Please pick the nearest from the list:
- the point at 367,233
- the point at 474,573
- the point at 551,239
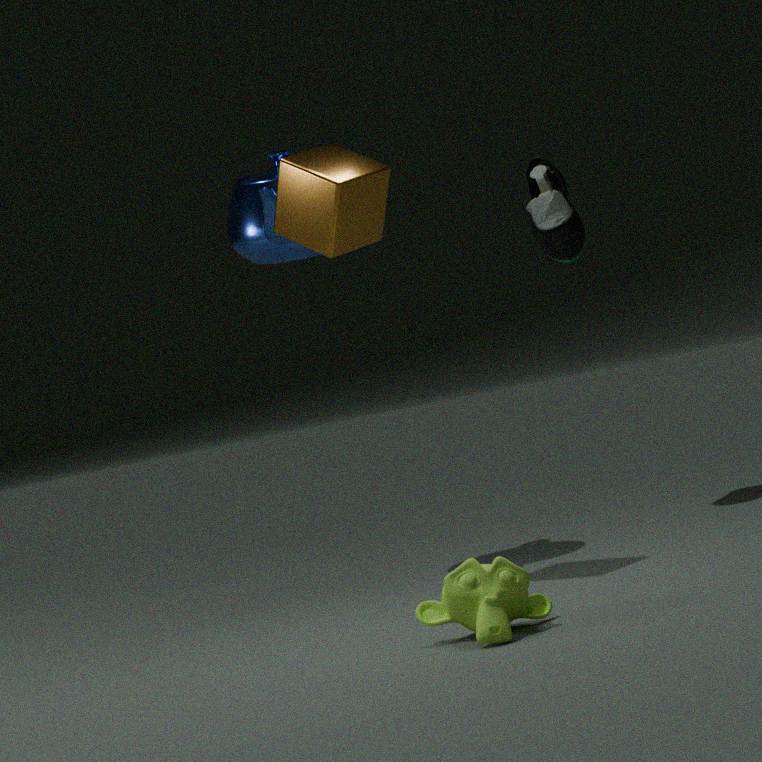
the point at 474,573
